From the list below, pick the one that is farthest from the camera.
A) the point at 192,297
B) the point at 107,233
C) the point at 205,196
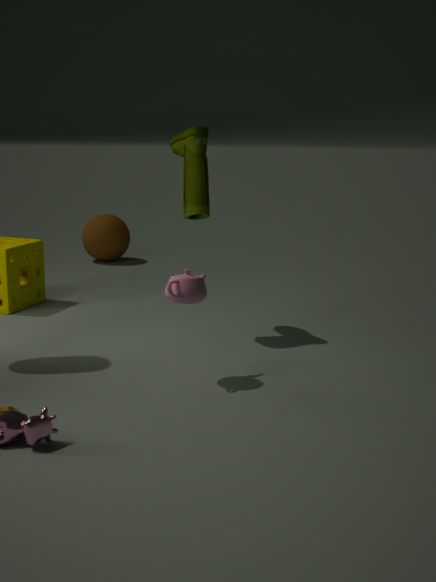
the point at 107,233
